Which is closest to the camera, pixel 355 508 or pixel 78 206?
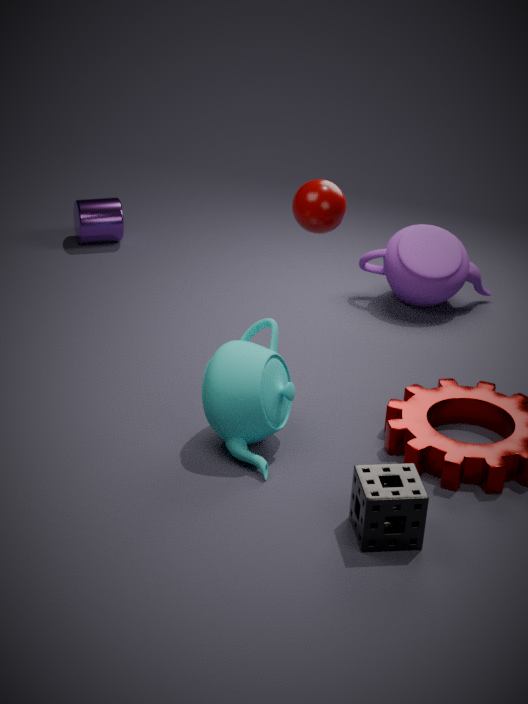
pixel 355 508
